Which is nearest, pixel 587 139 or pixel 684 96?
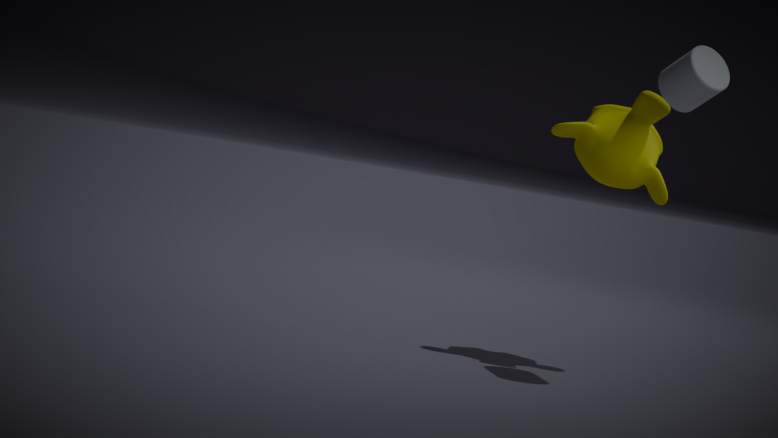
pixel 684 96
